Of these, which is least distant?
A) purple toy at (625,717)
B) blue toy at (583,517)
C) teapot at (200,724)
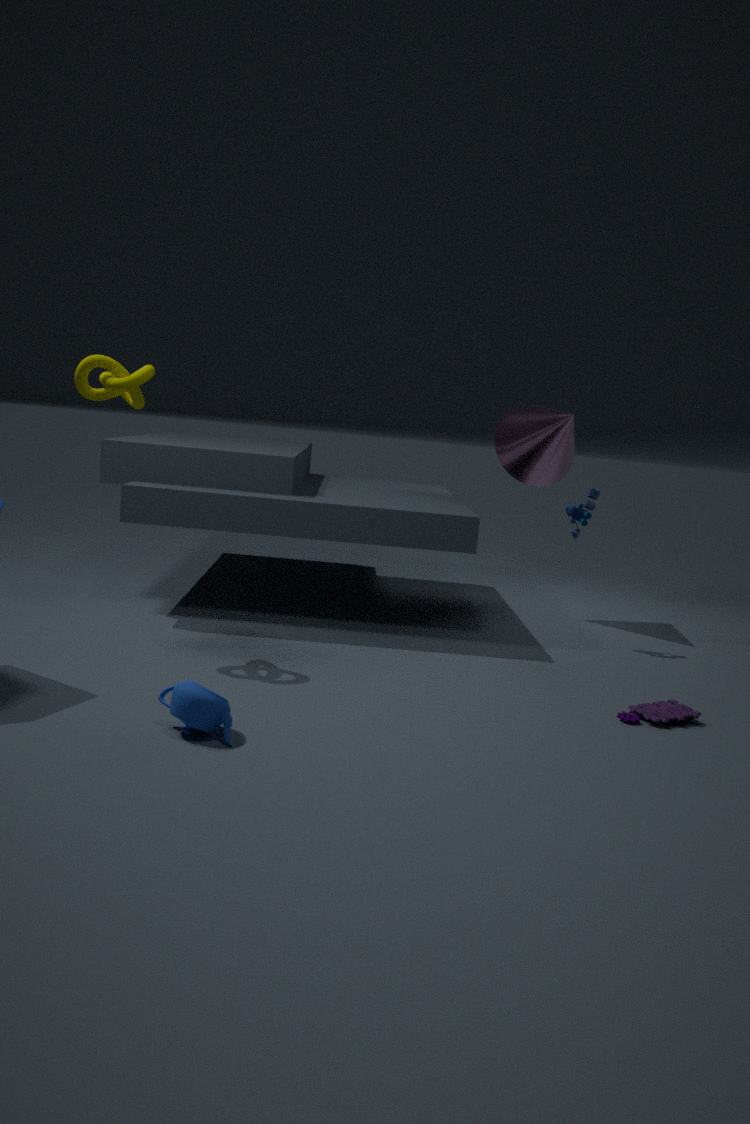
teapot at (200,724)
